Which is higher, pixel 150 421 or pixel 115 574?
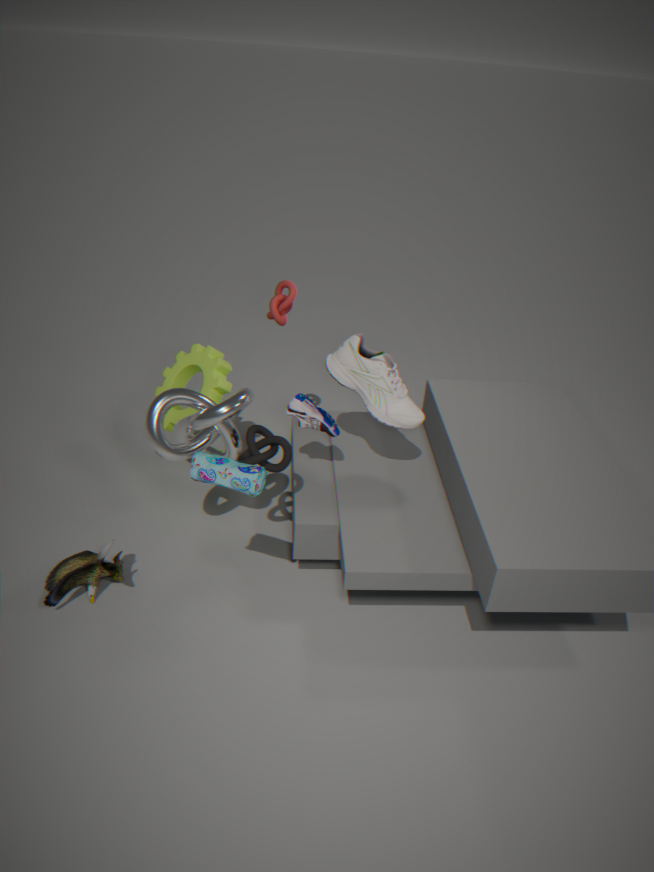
pixel 150 421
